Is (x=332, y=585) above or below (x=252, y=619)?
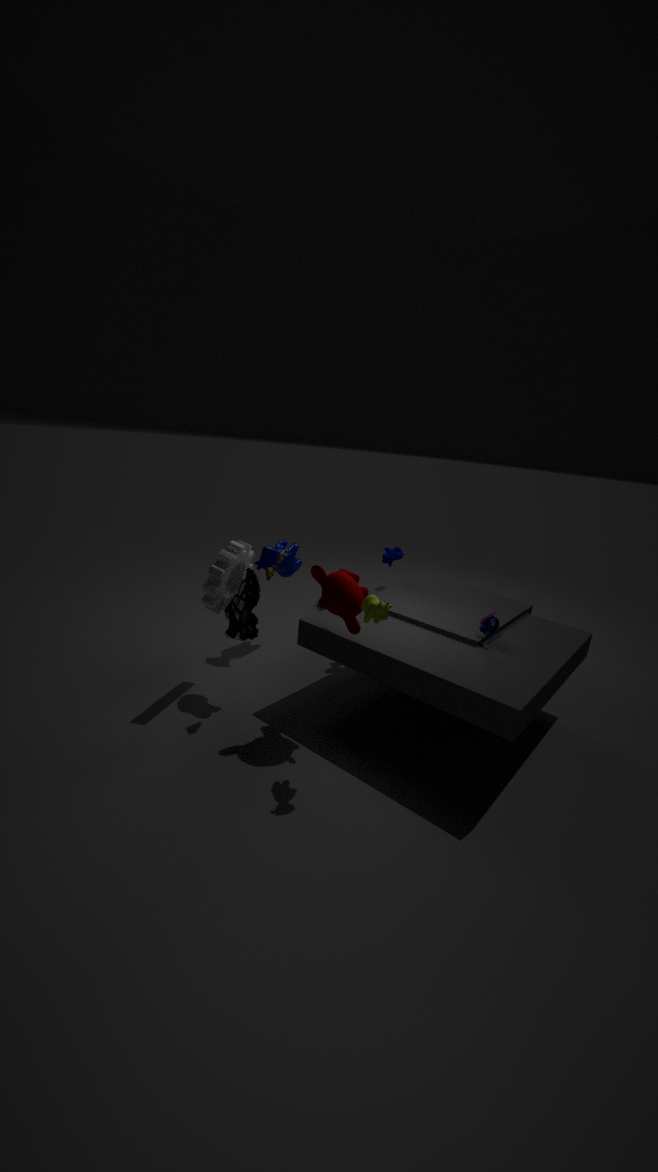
above
